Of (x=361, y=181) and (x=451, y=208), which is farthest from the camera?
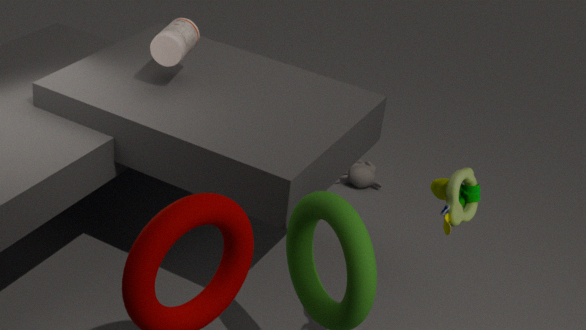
(x=361, y=181)
